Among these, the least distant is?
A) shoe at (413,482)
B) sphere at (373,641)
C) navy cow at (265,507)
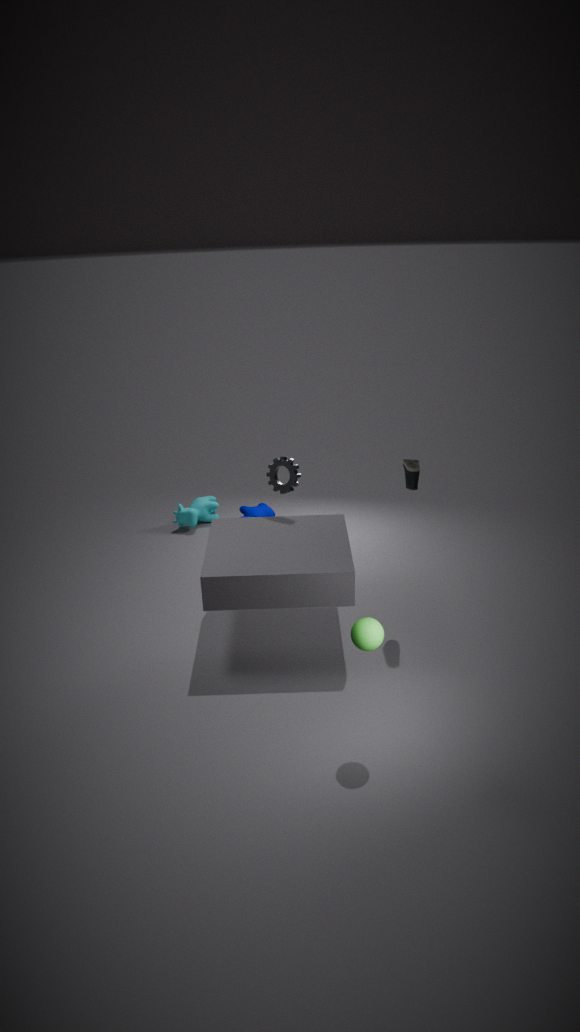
sphere at (373,641)
